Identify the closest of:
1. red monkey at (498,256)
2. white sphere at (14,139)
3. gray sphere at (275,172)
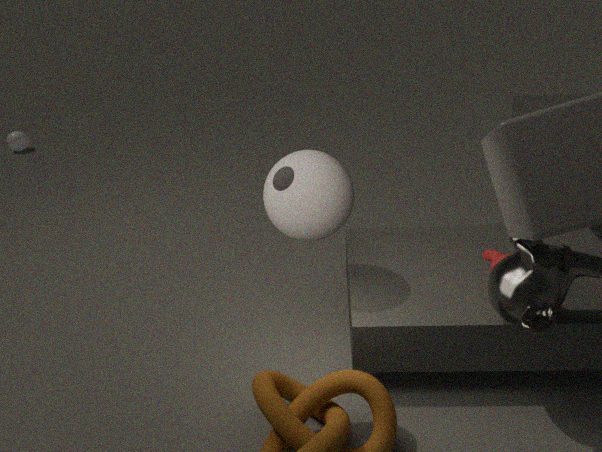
gray sphere at (275,172)
